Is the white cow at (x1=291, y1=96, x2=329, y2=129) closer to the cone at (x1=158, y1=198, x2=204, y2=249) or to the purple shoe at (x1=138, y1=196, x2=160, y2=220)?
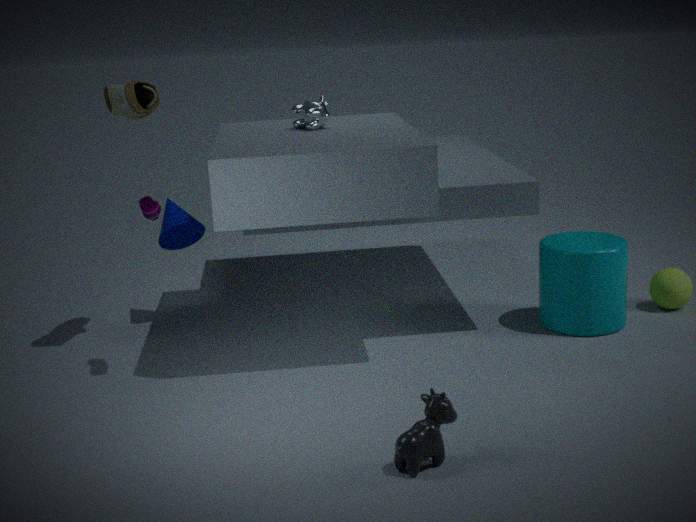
the cone at (x1=158, y1=198, x2=204, y2=249)
